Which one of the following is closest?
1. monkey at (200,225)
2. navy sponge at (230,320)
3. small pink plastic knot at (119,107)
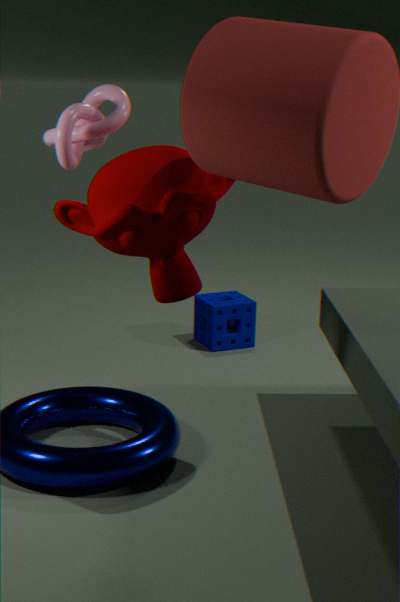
monkey at (200,225)
